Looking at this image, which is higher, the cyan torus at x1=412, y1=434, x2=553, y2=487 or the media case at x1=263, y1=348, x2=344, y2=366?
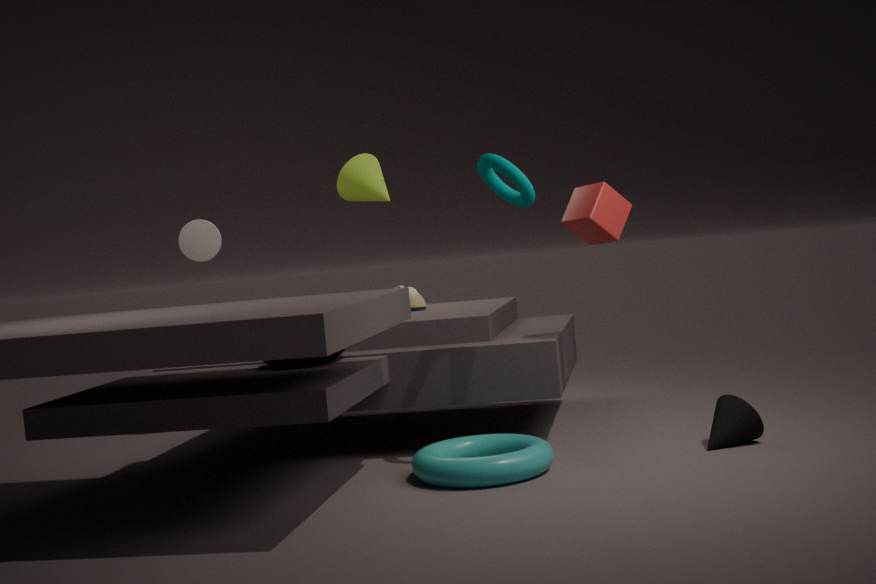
the media case at x1=263, y1=348, x2=344, y2=366
